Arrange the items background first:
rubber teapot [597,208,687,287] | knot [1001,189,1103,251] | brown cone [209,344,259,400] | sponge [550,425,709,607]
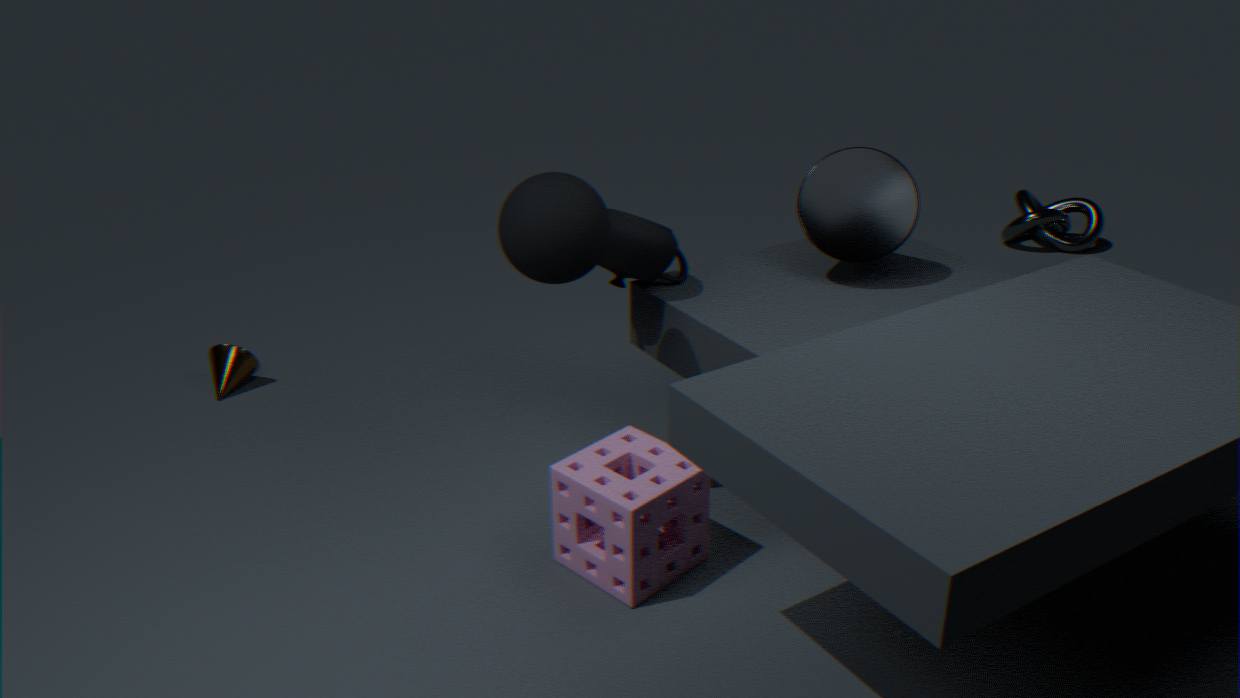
knot [1001,189,1103,251], brown cone [209,344,259,400], rubber teapot [597,208,687,287], sponge [550,425,709,607]
